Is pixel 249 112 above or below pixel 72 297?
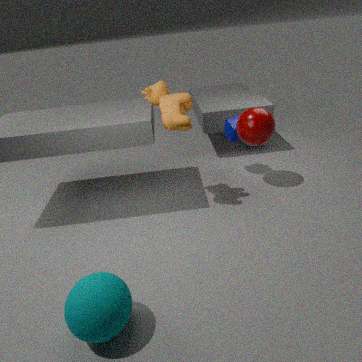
above
